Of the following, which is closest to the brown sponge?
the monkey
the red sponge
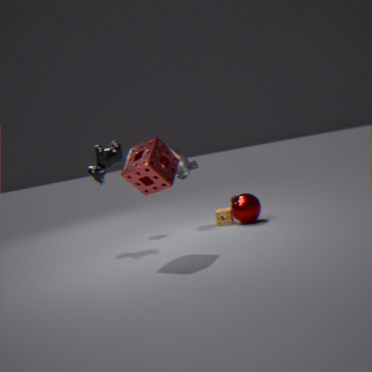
the monkey
